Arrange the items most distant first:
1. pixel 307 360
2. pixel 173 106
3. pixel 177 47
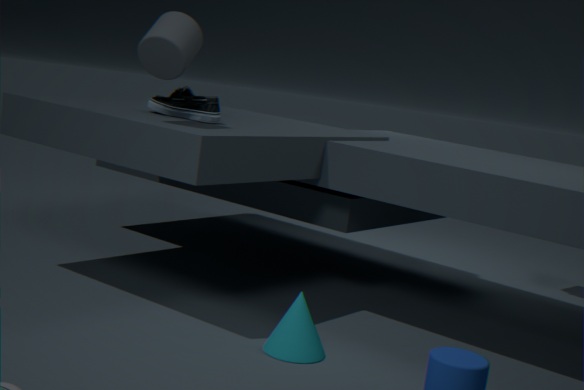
pixel 173 106 < pixel 177 47 < pixel 307 360
